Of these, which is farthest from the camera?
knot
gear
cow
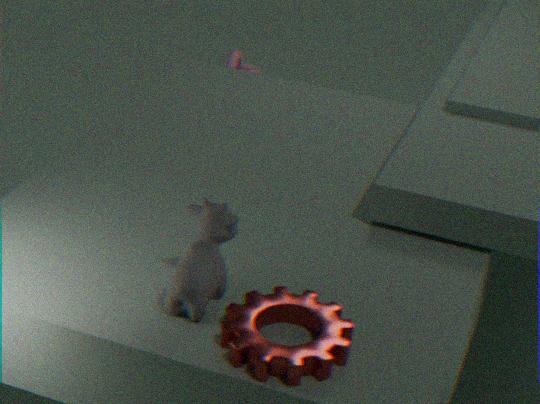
knot
